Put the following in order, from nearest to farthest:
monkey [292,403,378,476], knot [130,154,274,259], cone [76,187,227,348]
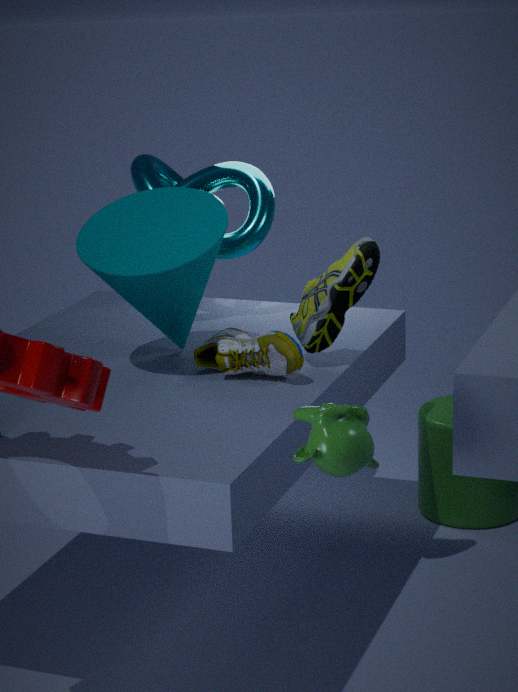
monkey [292,403,378,476] < cone [76,187,227,348] < knot [130,154,274,259]
